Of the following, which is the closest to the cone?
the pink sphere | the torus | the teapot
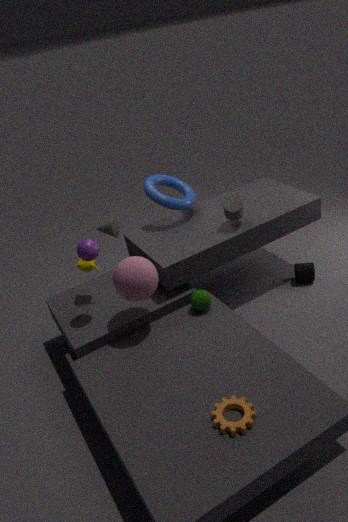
the torus
